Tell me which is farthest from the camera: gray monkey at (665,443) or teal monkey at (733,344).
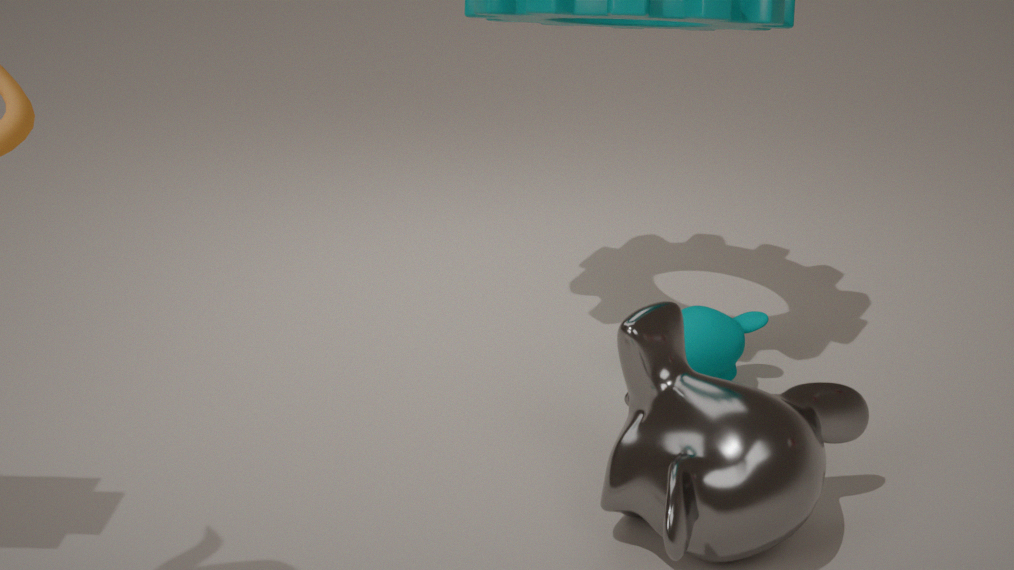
teal monkey at (733,344)
